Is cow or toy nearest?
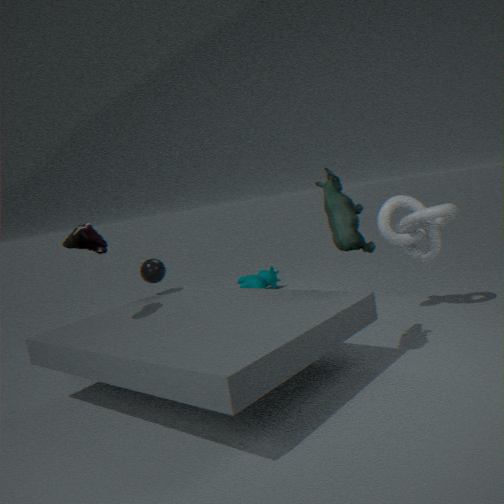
toy
